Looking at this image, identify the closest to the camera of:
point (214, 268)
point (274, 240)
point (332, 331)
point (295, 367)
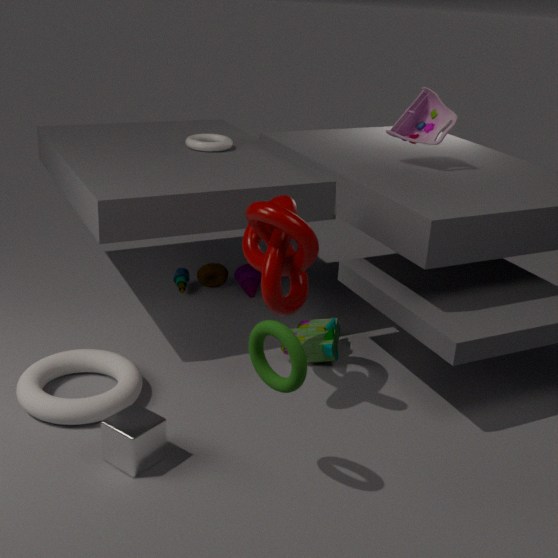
point (295, 367)
